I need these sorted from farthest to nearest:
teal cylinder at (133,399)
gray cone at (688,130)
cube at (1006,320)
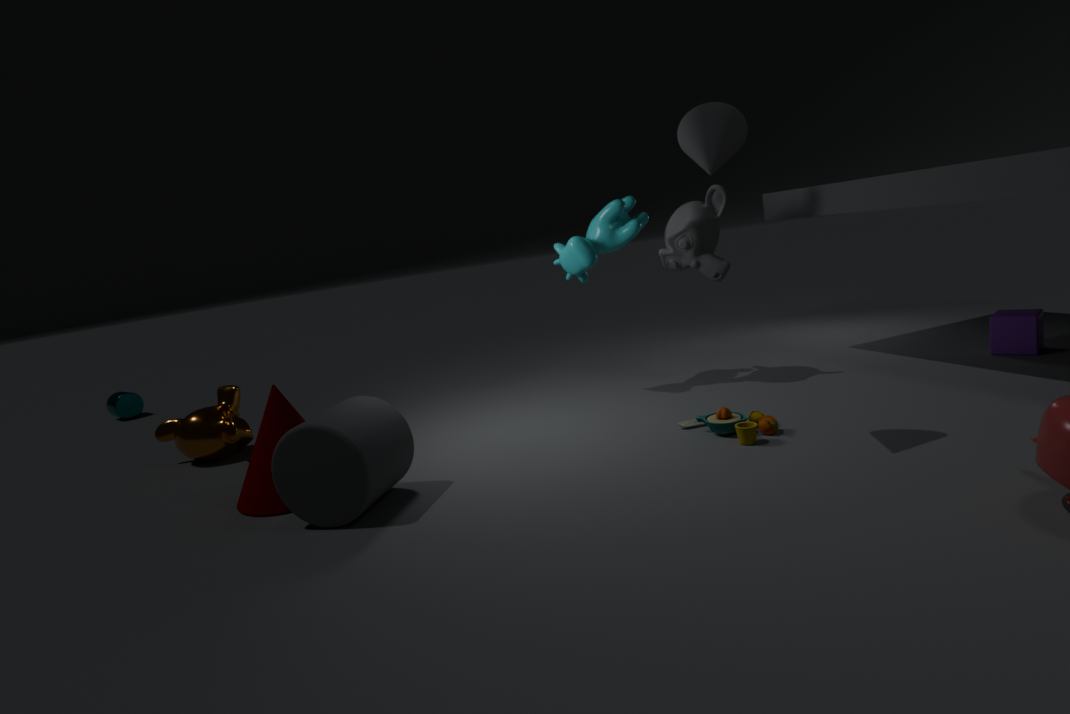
1. teal cylinder at (133,399)
2. cube at (1006,320)
3. gray cone at (688,130)
